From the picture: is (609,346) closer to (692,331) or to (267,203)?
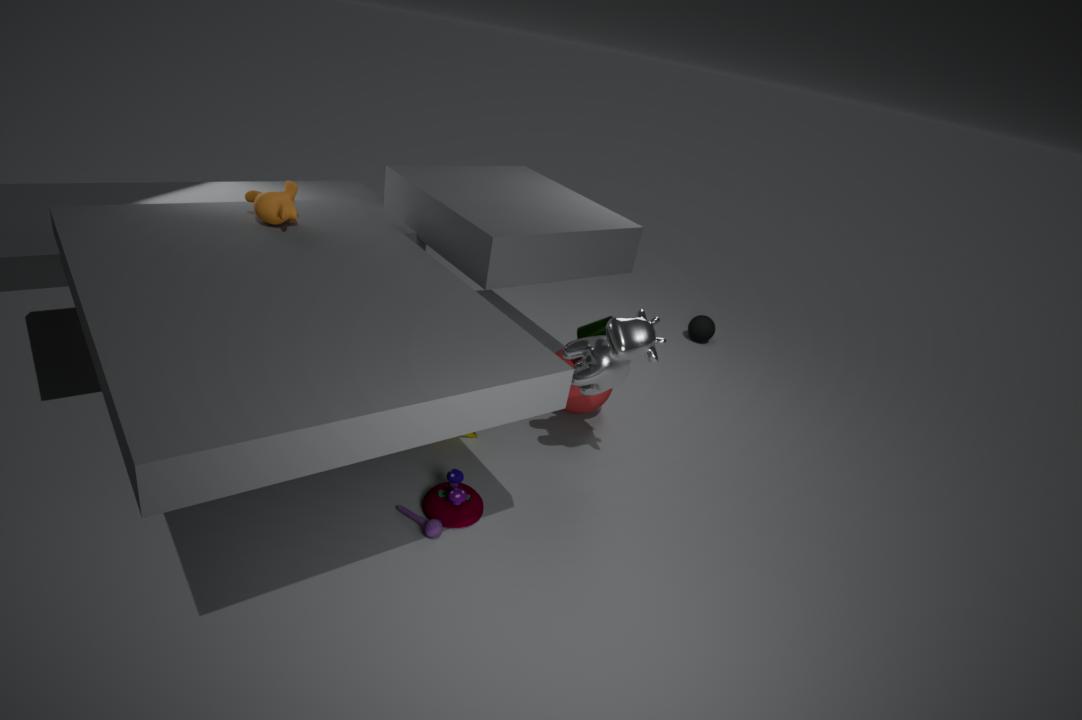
(267,203)
